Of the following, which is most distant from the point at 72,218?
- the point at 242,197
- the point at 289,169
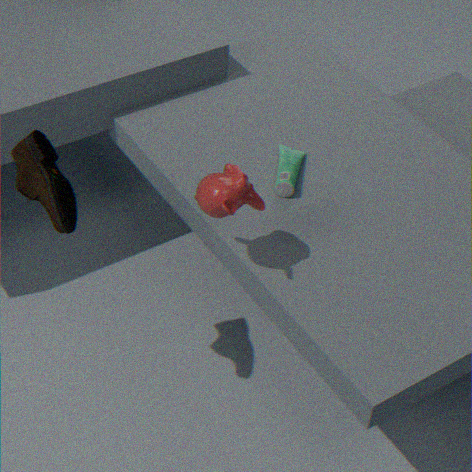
the point at 289,169
